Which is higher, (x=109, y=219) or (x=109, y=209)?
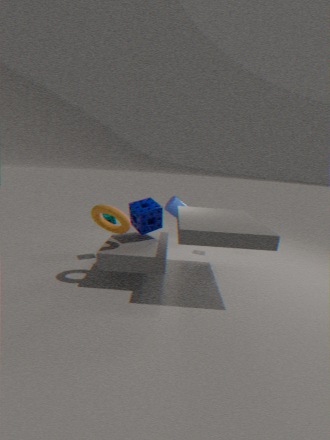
(x=109, y=209)
